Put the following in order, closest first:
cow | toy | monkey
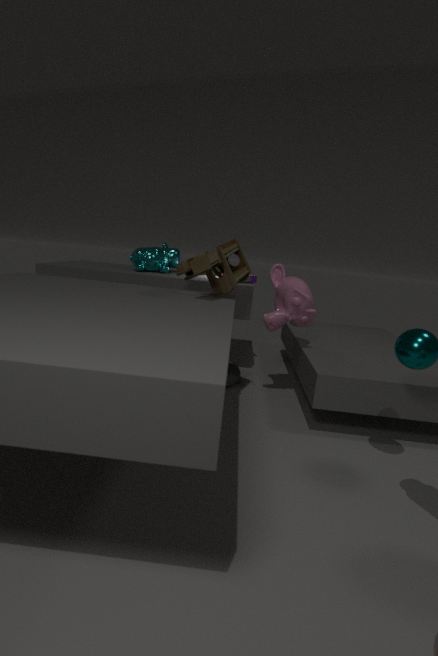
toy < monkey < cow
